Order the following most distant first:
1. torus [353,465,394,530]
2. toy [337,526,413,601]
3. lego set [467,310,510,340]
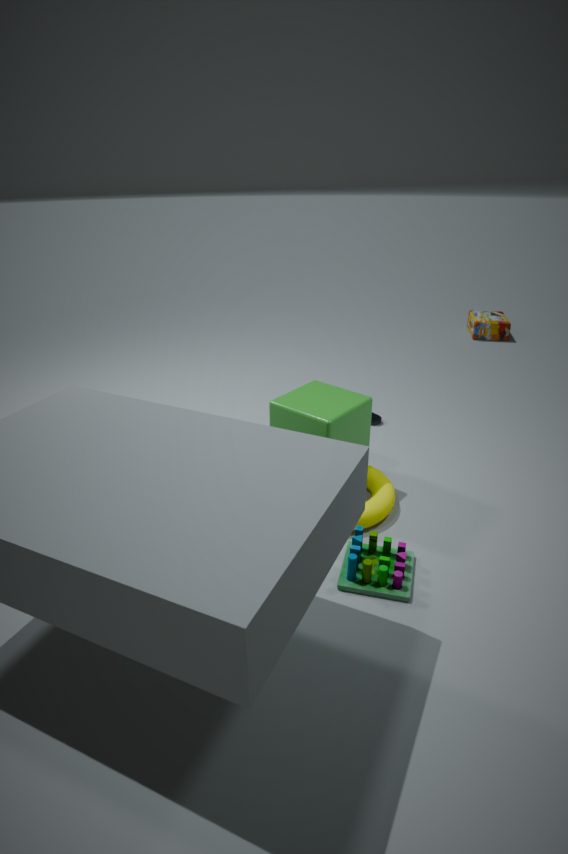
1. lego set [467,310,510,340]
2. torus [353,465,394,530]
3. toy [337,526,413,601]
